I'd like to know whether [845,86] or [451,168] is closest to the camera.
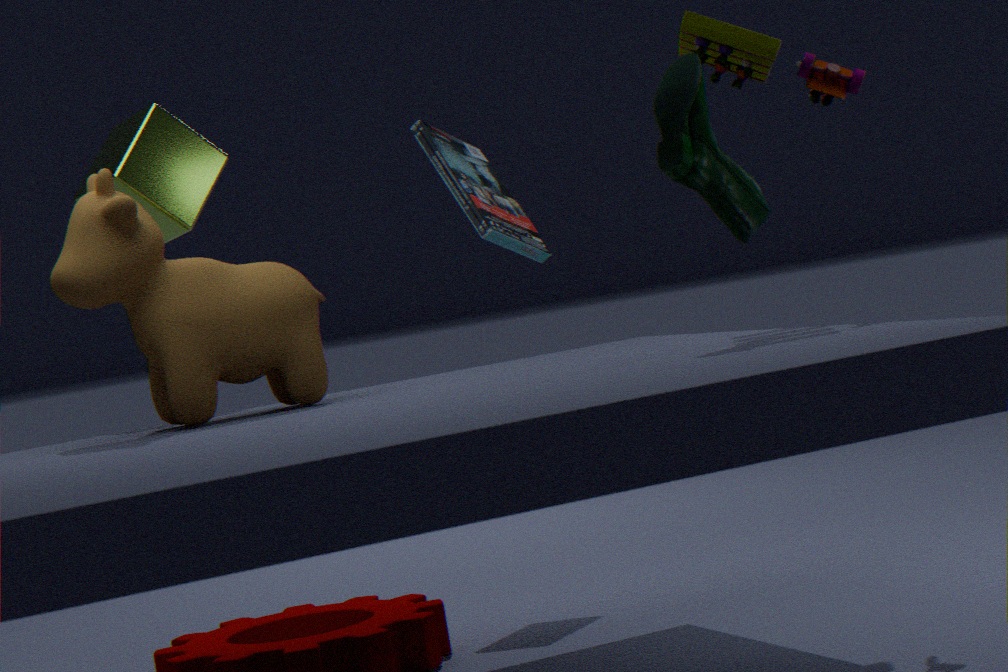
[845,86]
